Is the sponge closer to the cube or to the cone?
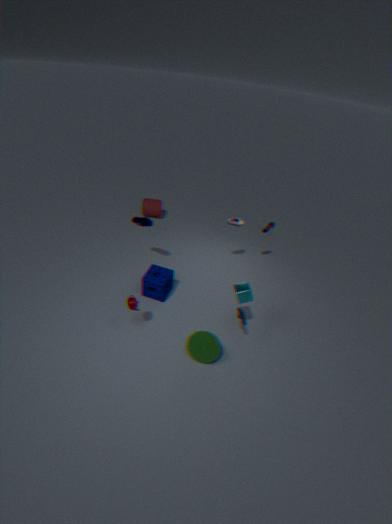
the cone
